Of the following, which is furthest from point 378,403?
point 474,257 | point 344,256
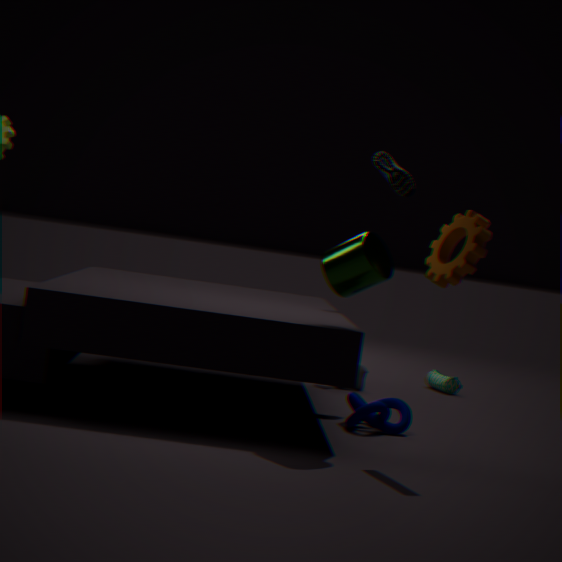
point 474,257
